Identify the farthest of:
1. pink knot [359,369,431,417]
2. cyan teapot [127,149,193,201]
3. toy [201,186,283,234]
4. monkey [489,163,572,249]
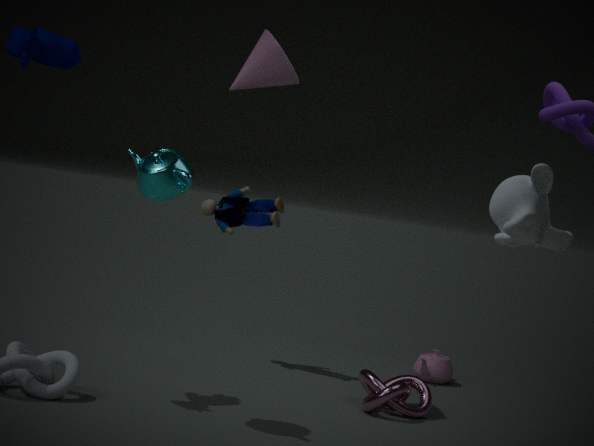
toy [201,186,283,234]
